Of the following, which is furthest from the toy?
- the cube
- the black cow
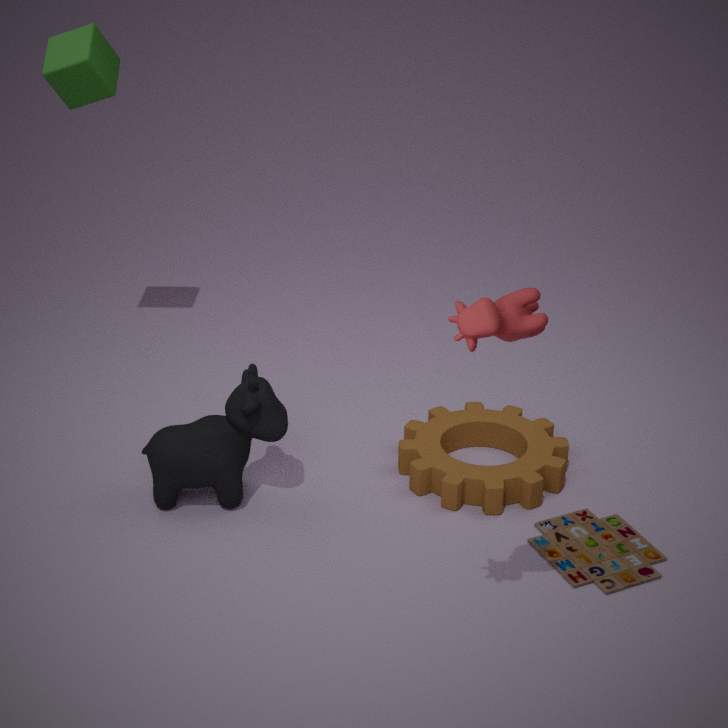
the cube
